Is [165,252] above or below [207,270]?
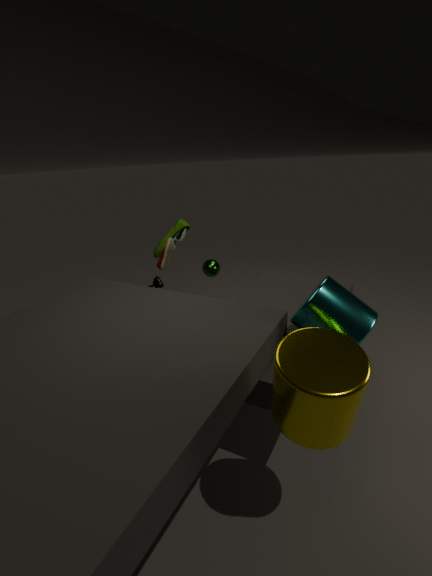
above
